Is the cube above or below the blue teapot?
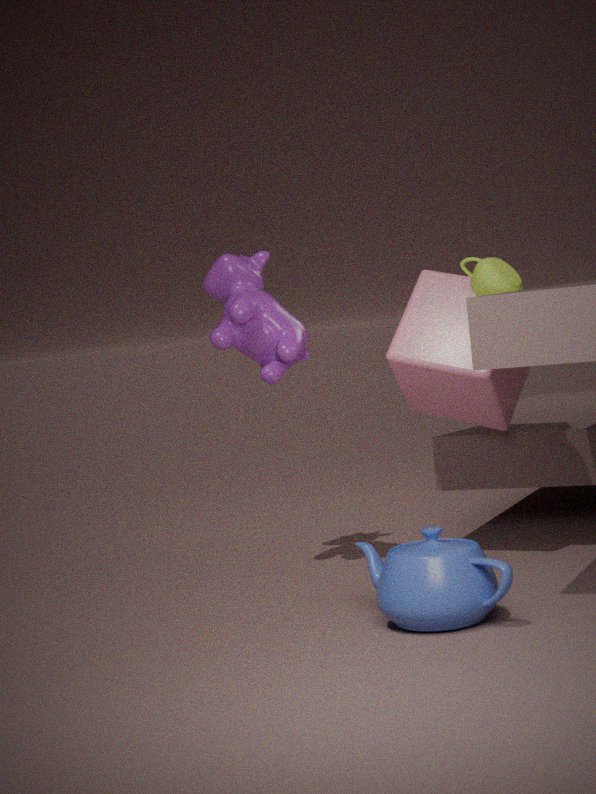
above
